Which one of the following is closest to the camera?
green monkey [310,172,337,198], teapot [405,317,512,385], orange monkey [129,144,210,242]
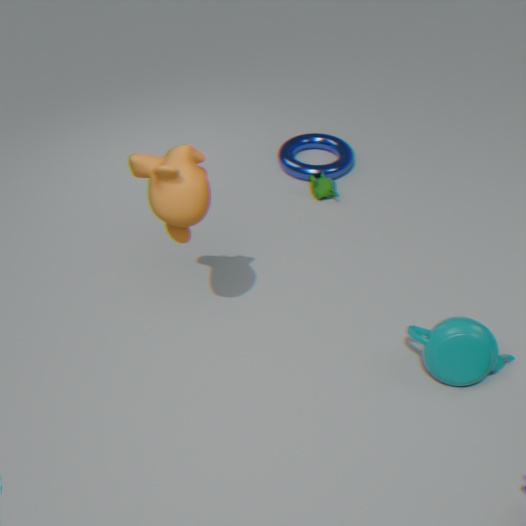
orange monkey [129,144,210,242]
